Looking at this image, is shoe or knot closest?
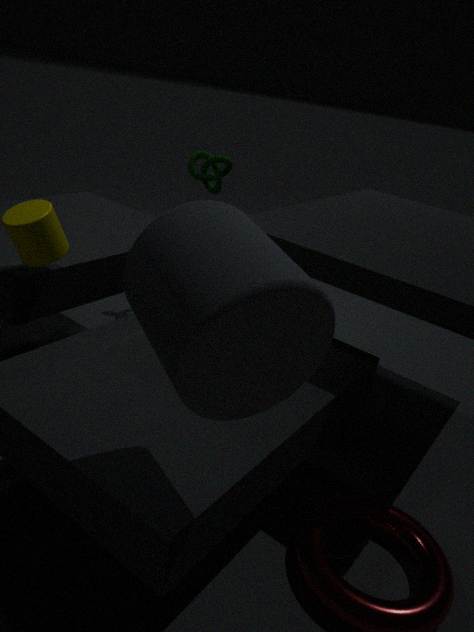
shoe
